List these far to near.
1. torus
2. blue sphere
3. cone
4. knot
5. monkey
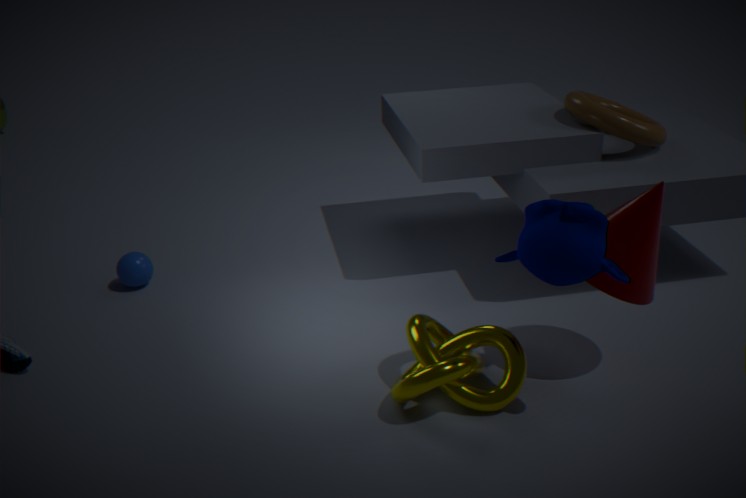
1. blue sphere
2. torus
3. cone
4. knot
5. monkey
